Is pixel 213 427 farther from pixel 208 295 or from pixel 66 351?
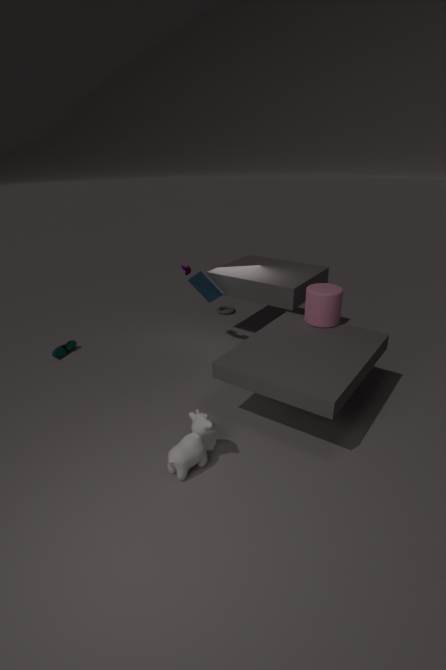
pixel 66 351
